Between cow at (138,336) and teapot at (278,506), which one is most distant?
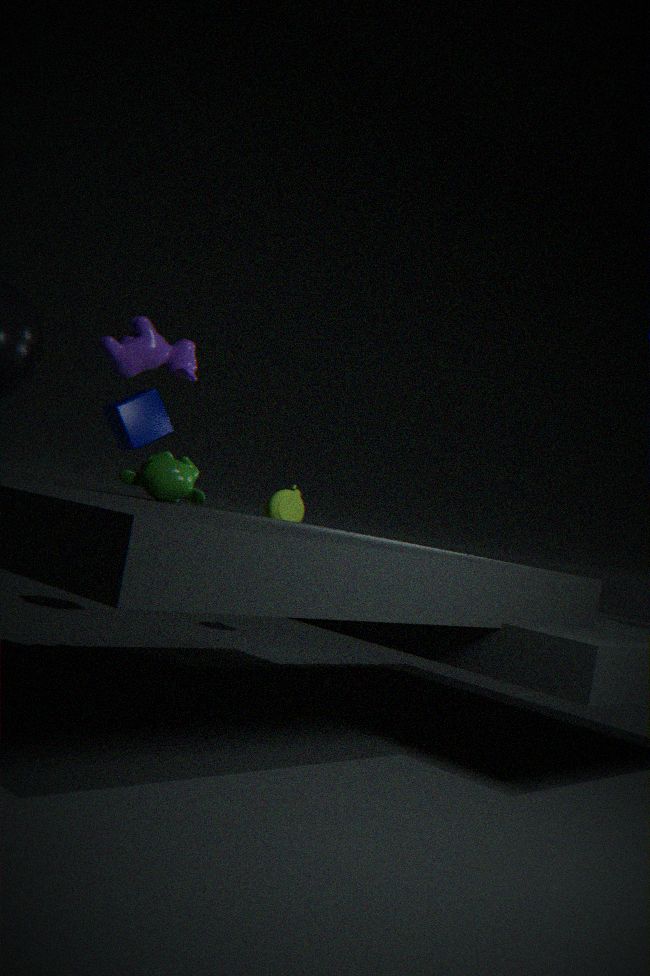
teapot at (278,506)
